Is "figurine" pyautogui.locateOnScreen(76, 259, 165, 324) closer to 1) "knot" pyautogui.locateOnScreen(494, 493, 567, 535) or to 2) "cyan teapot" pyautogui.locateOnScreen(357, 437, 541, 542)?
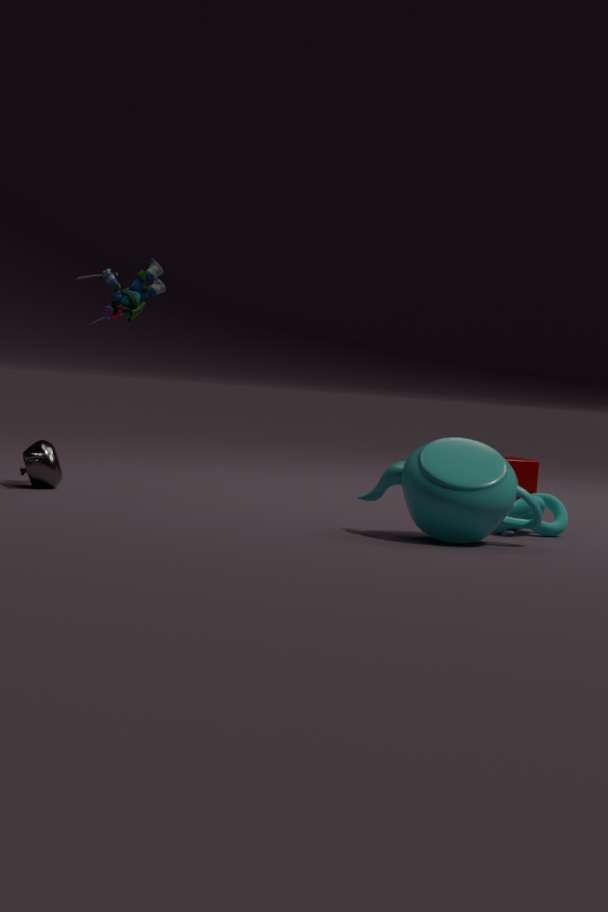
2) "cyan teapot" pyautogui.locateOnScreen(357, 437, 541, 542)
